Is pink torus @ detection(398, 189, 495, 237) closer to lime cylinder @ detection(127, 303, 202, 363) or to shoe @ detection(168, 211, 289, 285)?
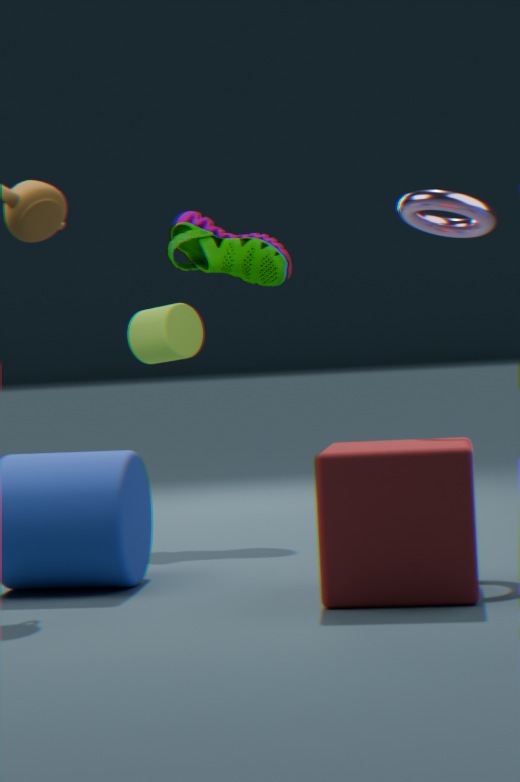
shoe @ detection(168, 211, 289, 285)
